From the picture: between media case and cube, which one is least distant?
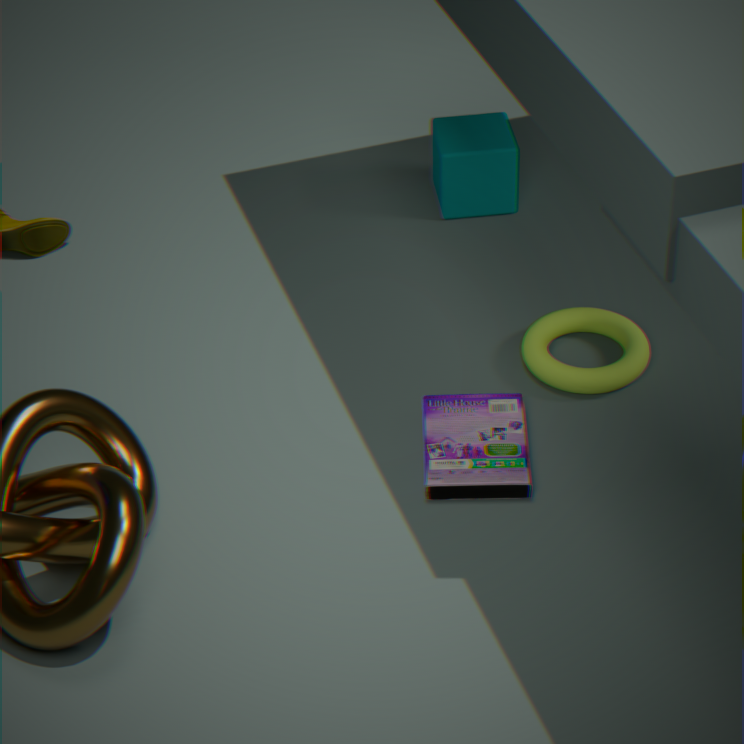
media case
